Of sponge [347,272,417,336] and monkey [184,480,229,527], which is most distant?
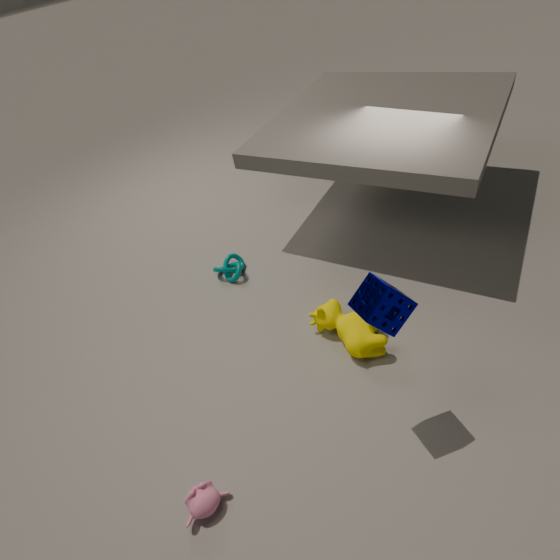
monkey [184,480,229,527]
